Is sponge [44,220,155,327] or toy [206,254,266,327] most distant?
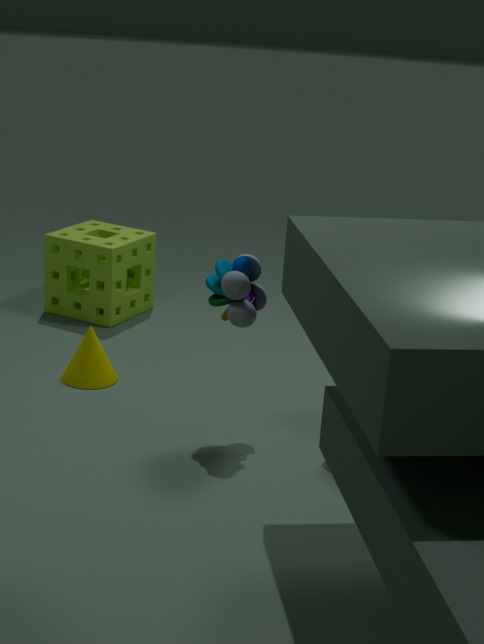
sponge [44,220,155,327]
